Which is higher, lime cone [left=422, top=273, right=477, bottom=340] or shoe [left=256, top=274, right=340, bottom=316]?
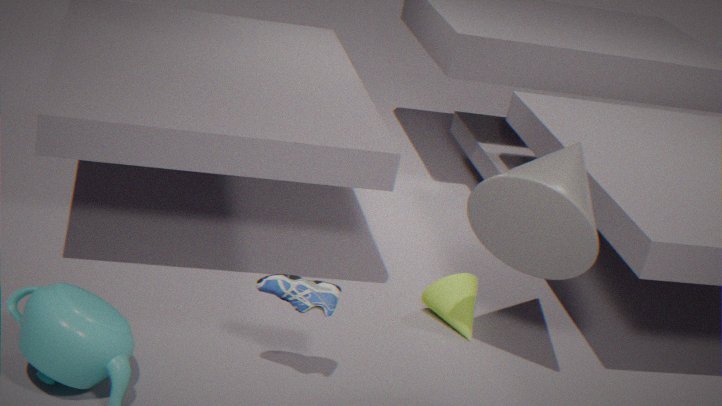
shoe [left=256, top=274, right=340, bottom=316]
